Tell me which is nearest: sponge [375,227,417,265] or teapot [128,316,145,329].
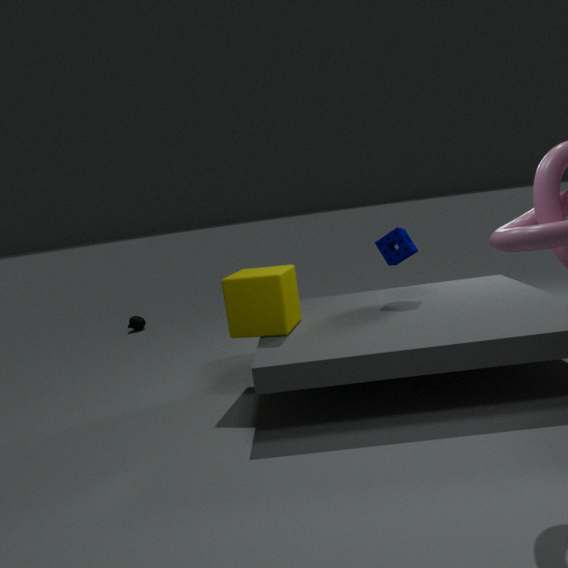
sponge [375,227,417,265]
